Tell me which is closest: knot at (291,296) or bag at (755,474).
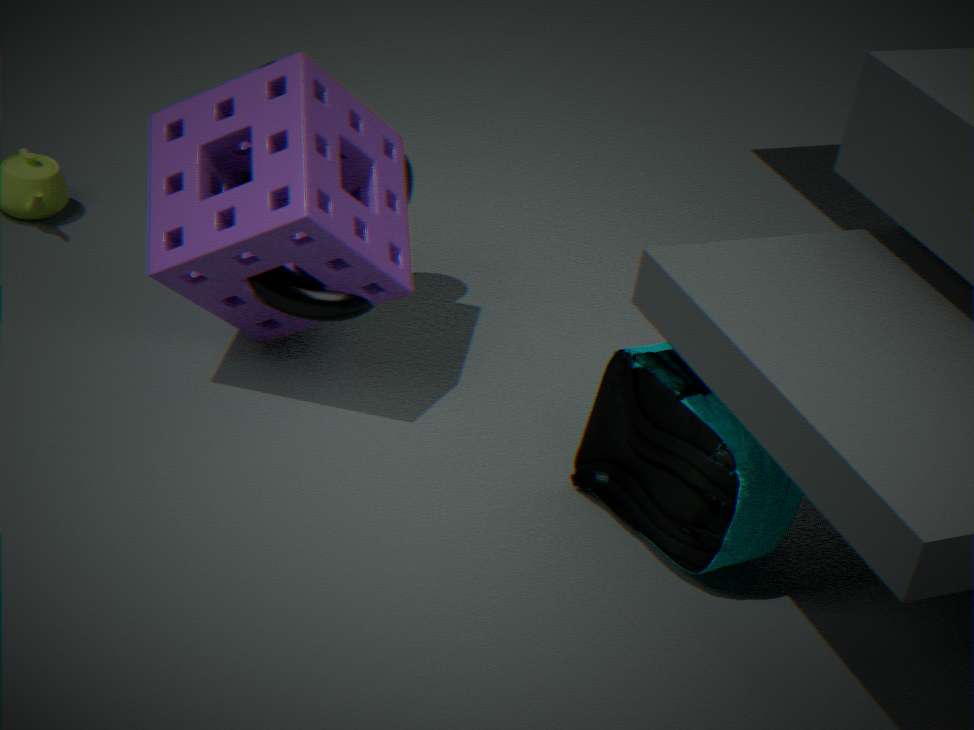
bag at (755,474)
